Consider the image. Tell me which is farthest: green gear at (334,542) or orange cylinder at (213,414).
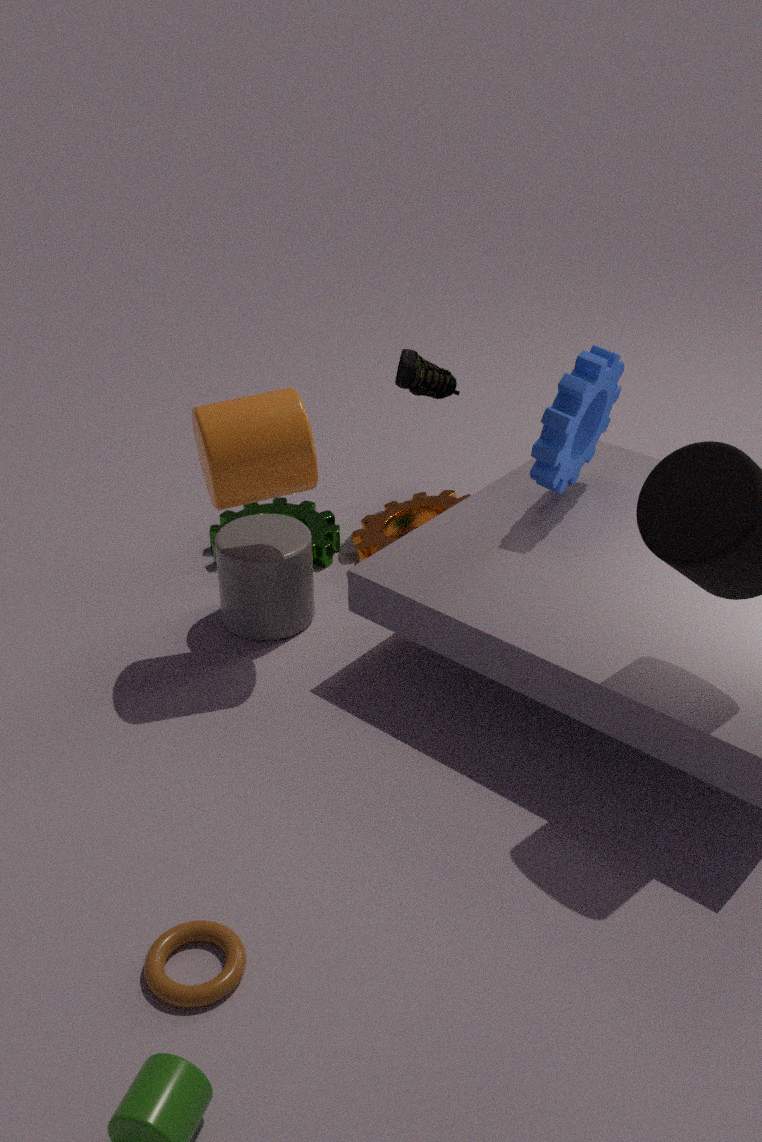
green gear at (334,542)
